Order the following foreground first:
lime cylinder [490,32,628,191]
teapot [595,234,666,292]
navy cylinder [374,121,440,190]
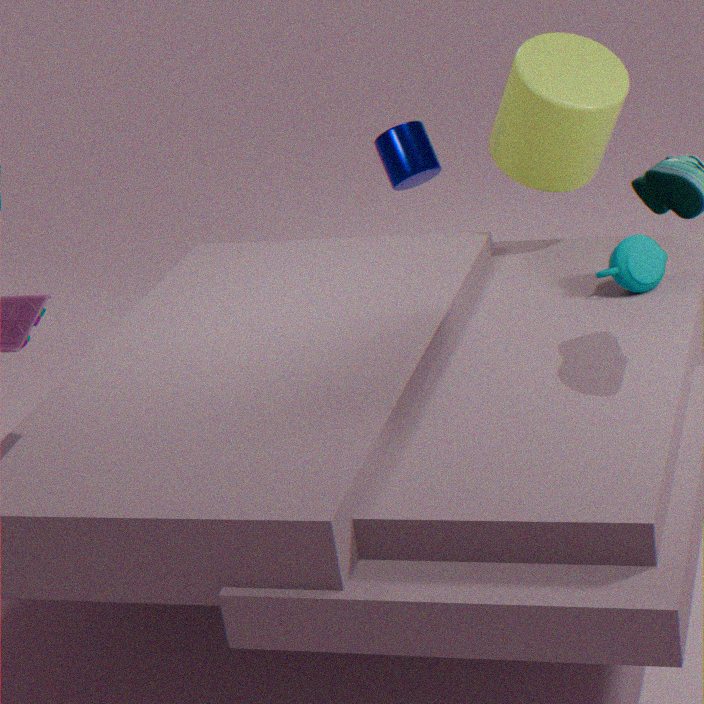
teapot [595,234,666,292] < lime cylinder [490,32,628,191] < navy cylinder [374,121,440,190]
